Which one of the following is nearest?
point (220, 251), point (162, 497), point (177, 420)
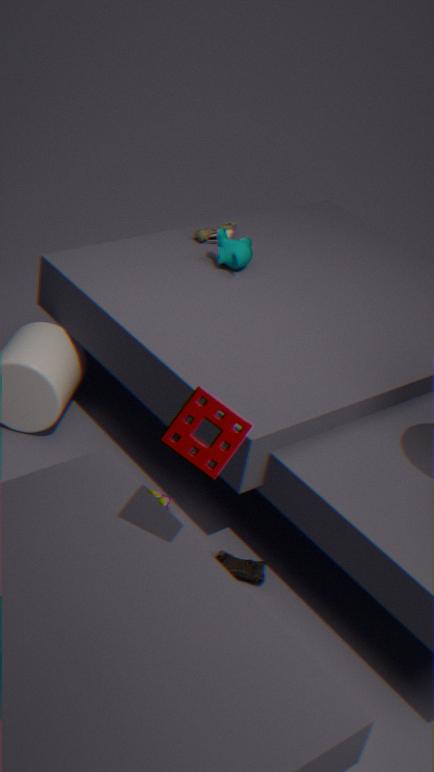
point (177, 420)
